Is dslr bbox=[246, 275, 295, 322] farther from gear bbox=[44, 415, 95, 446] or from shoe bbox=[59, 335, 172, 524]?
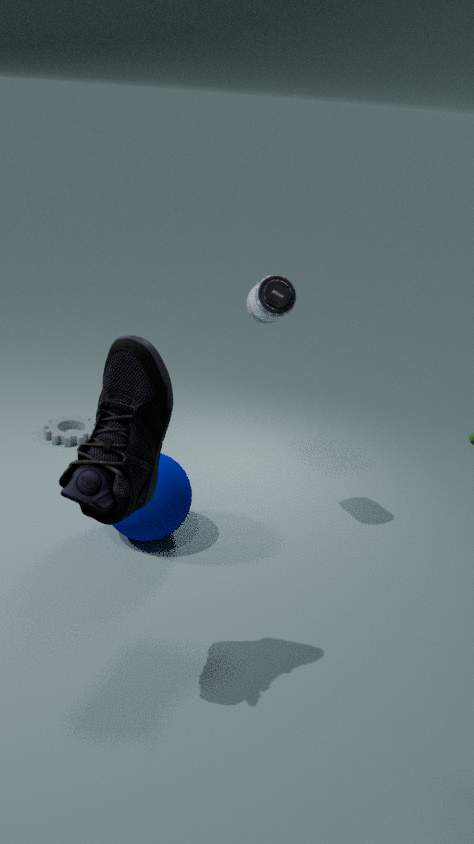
gear bbox=[44, 415, 95, 446]
